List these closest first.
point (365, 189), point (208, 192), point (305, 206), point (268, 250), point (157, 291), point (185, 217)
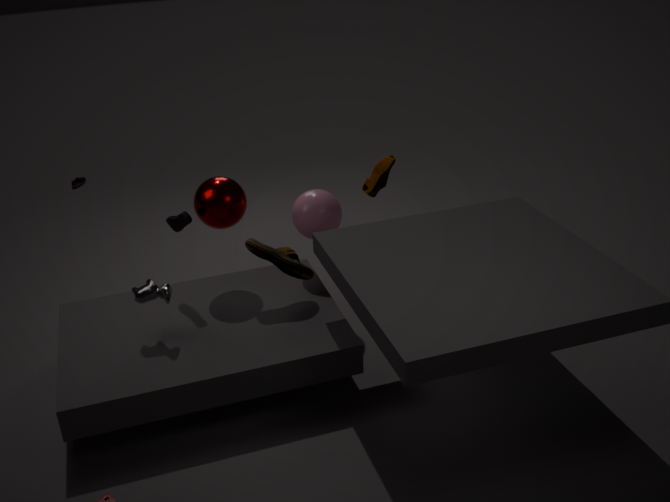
point (157, 291) → point (268, 250) → point (185, 217) → point (208, 192) → point (305, 206) → point (365, 189)
